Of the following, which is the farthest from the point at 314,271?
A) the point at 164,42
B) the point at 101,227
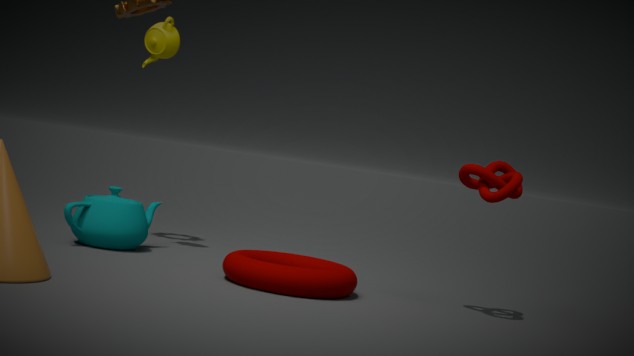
the point at 164,42
